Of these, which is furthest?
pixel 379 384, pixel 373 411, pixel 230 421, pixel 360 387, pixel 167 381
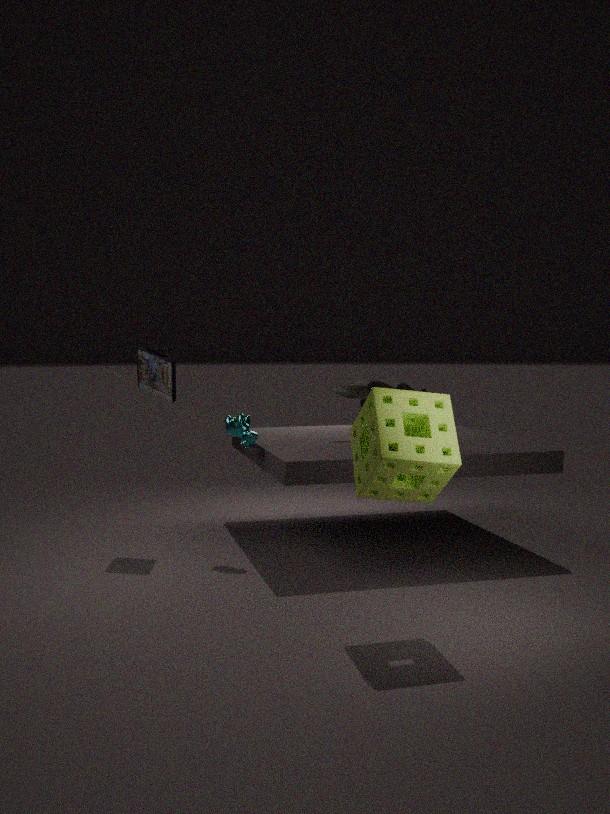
pixel 360 387
